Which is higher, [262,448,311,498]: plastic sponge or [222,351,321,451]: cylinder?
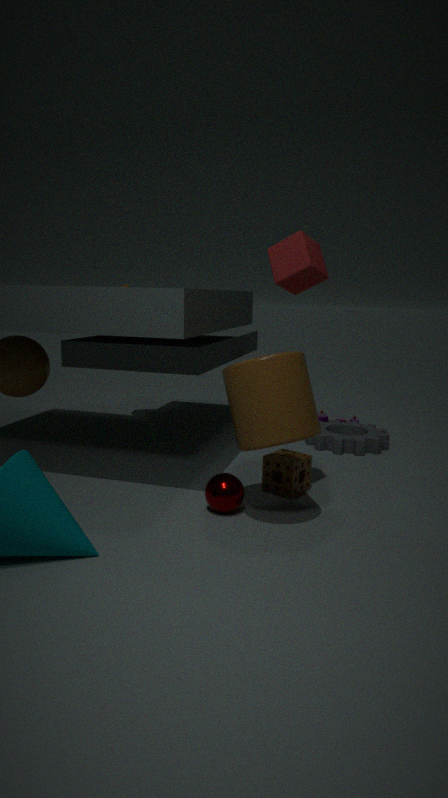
[222,351,321,451]: cylinder
